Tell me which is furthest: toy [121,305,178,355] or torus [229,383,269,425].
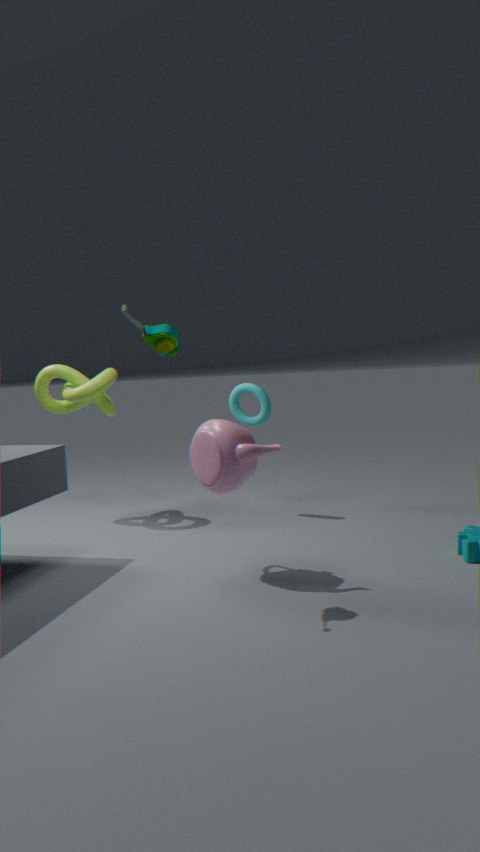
torus [229,383,269,425]
